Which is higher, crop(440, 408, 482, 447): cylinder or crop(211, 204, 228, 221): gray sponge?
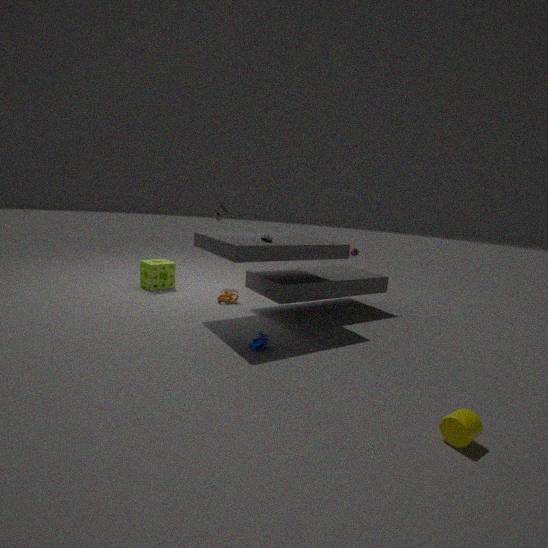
crop(211, 204, 228, 221): gray sponge
